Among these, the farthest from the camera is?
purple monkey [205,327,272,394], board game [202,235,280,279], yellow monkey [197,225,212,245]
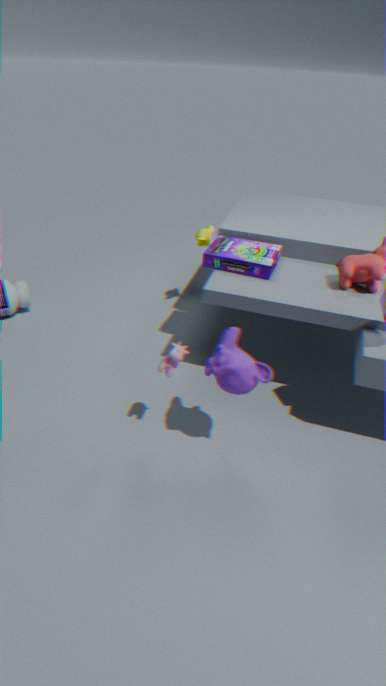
yellow monkey [197,225,212,245]
